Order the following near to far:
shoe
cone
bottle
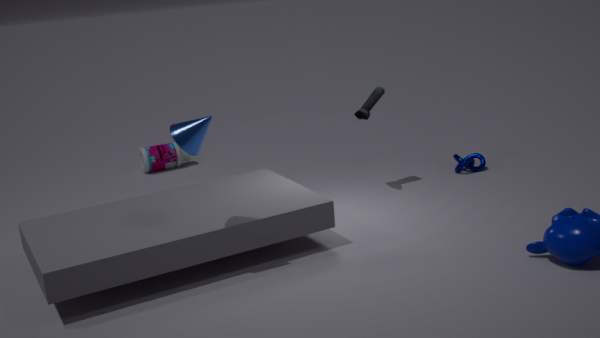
cone, shoe, bottle
